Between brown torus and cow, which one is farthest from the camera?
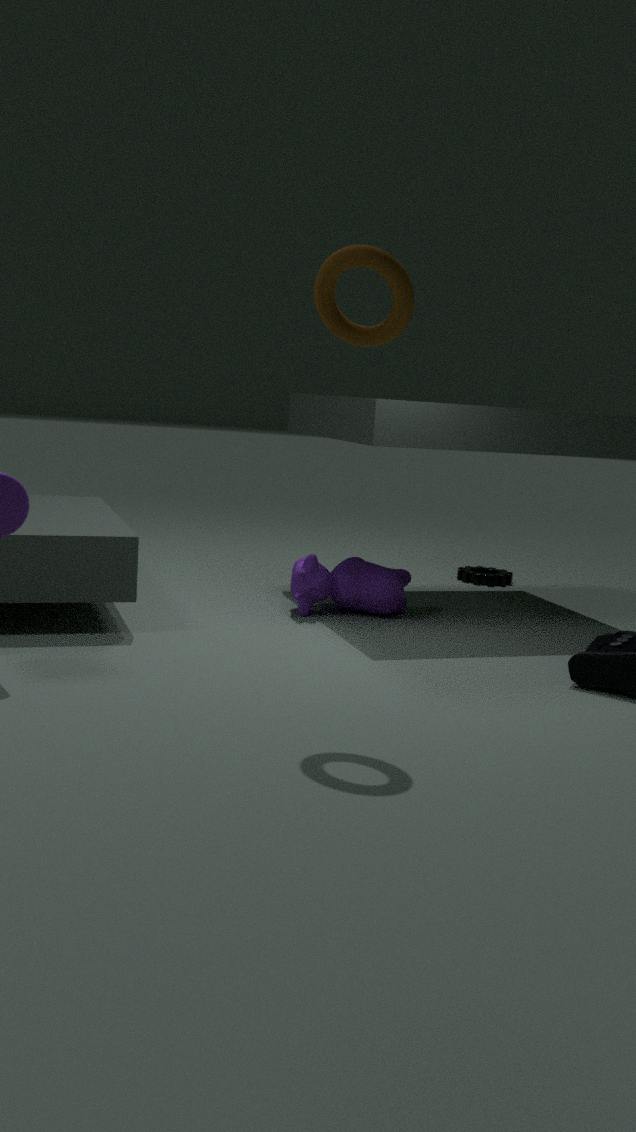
cow
